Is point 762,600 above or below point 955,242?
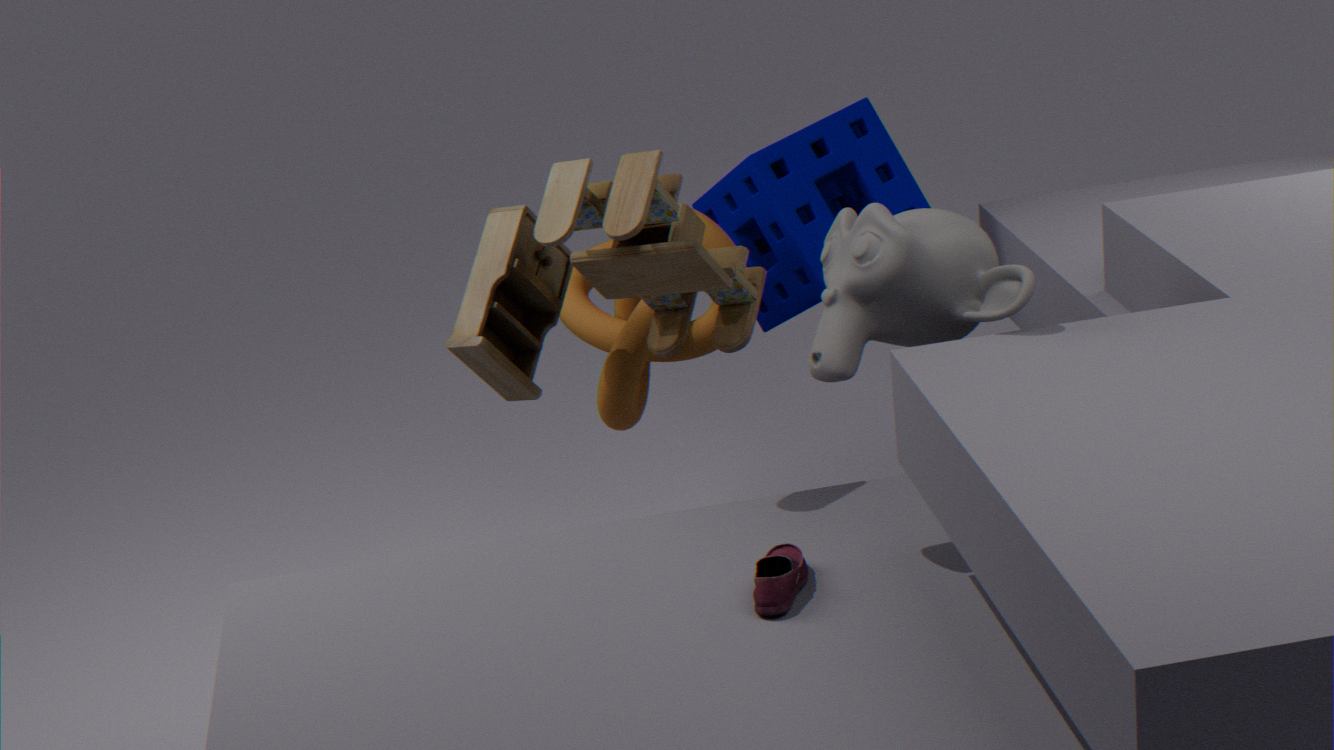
below
